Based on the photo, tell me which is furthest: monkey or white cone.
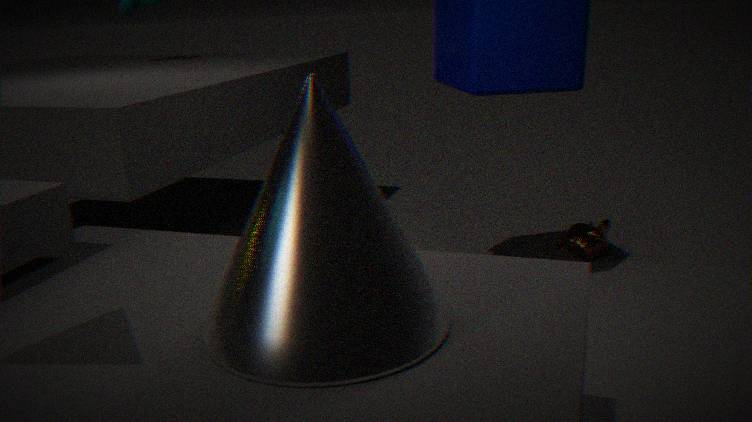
monkey
